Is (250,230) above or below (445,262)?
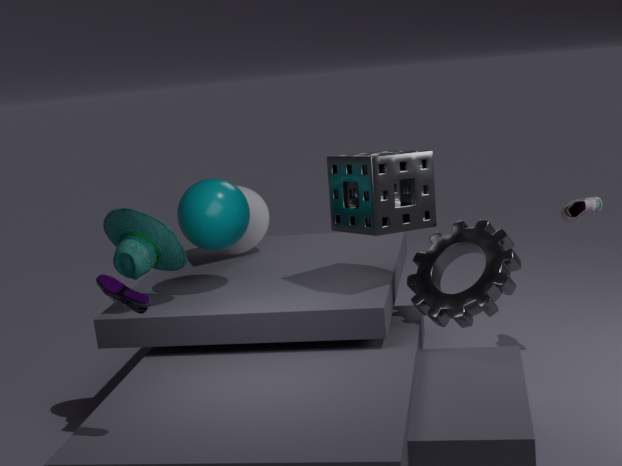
above
